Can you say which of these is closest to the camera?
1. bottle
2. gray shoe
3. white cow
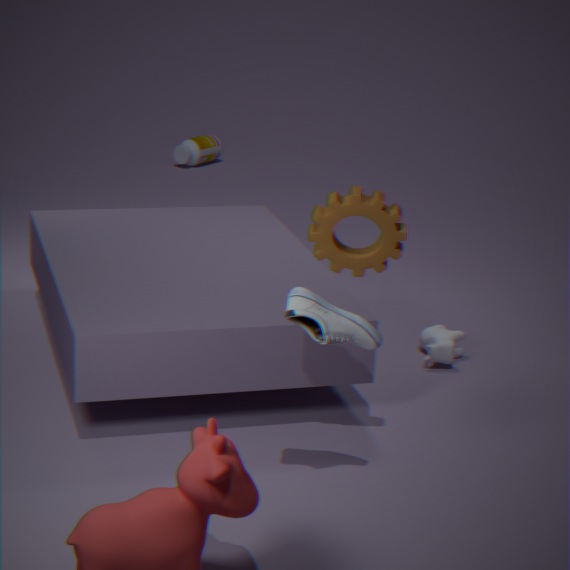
gray shoe
